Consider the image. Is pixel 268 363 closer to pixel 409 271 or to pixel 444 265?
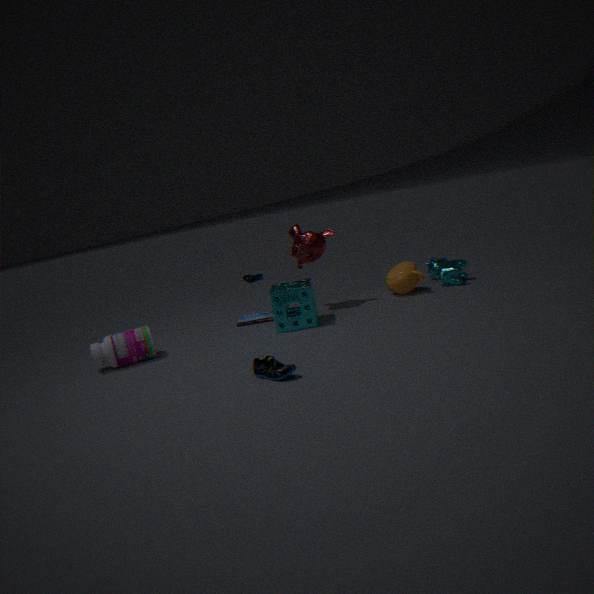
pixel 409 271
